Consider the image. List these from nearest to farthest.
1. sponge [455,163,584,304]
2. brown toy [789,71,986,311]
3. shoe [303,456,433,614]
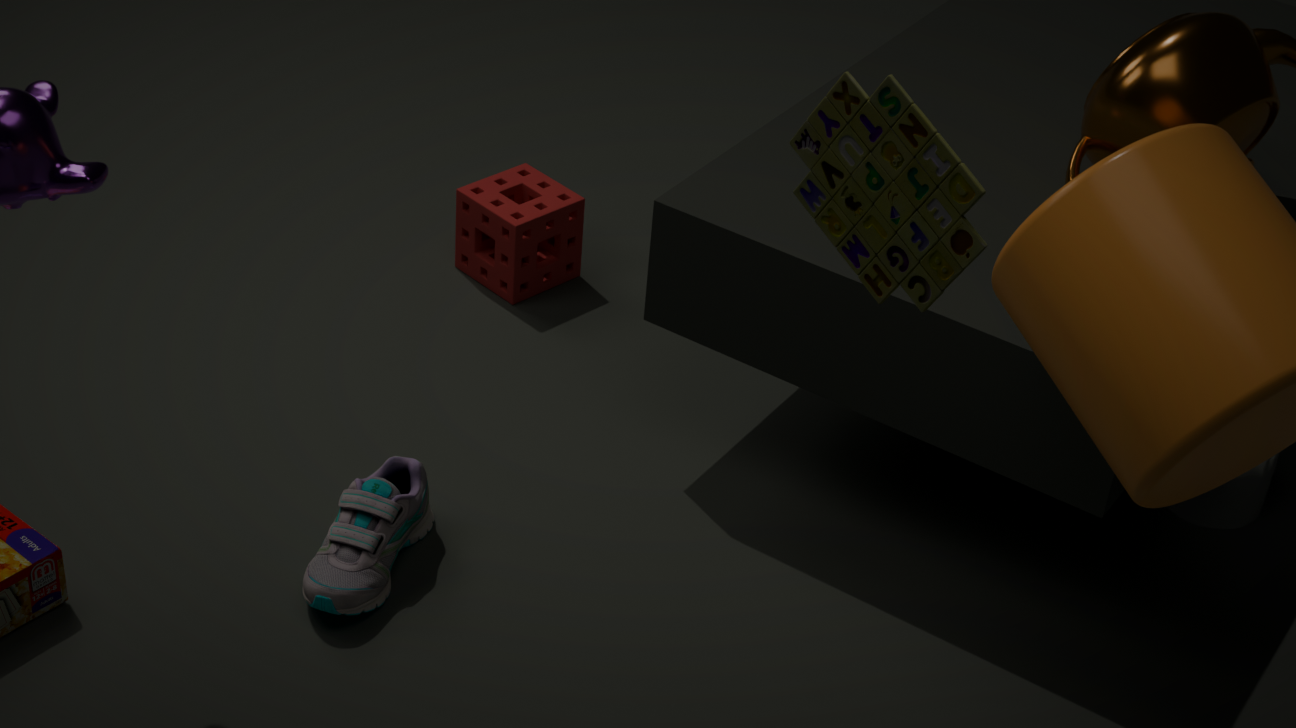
1. brown toy [789,71,986,311]
2. shoe [303,456,433,614]
3. sponge [455,163,584,304]
